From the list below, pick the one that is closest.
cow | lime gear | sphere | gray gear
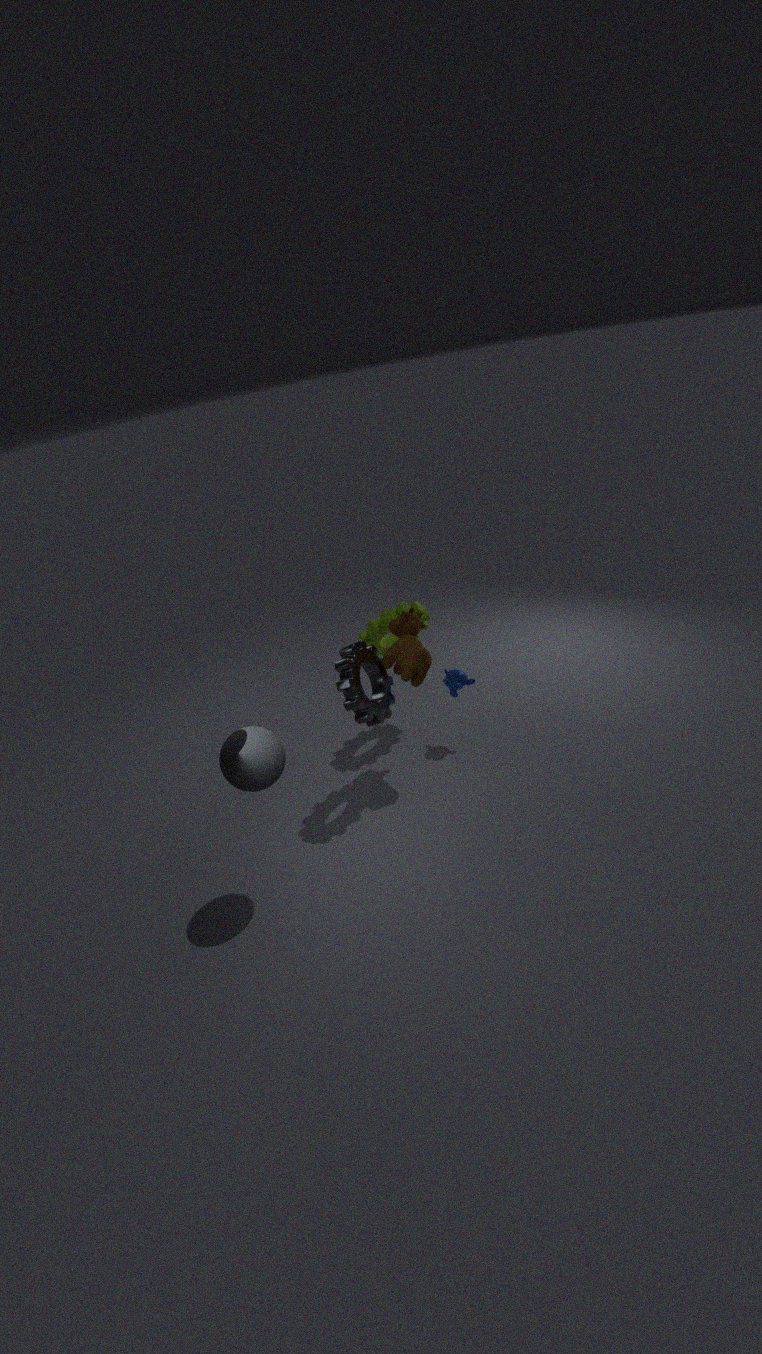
sphere
